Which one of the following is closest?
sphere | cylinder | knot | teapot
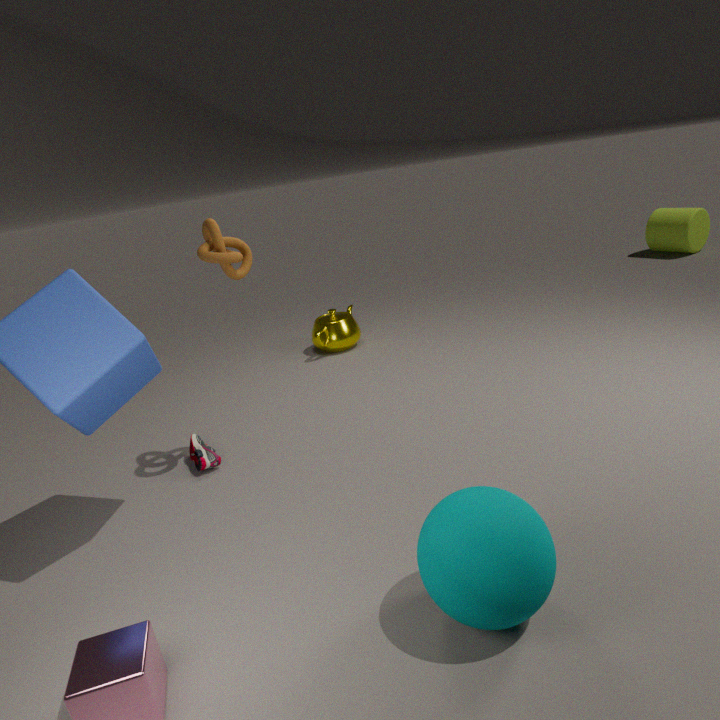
sphere
